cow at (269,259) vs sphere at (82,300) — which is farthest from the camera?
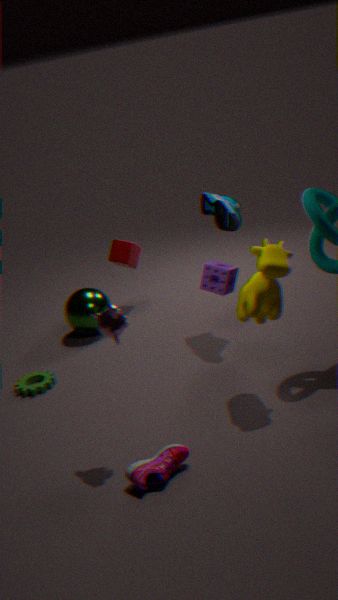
sphere at (82,300)
